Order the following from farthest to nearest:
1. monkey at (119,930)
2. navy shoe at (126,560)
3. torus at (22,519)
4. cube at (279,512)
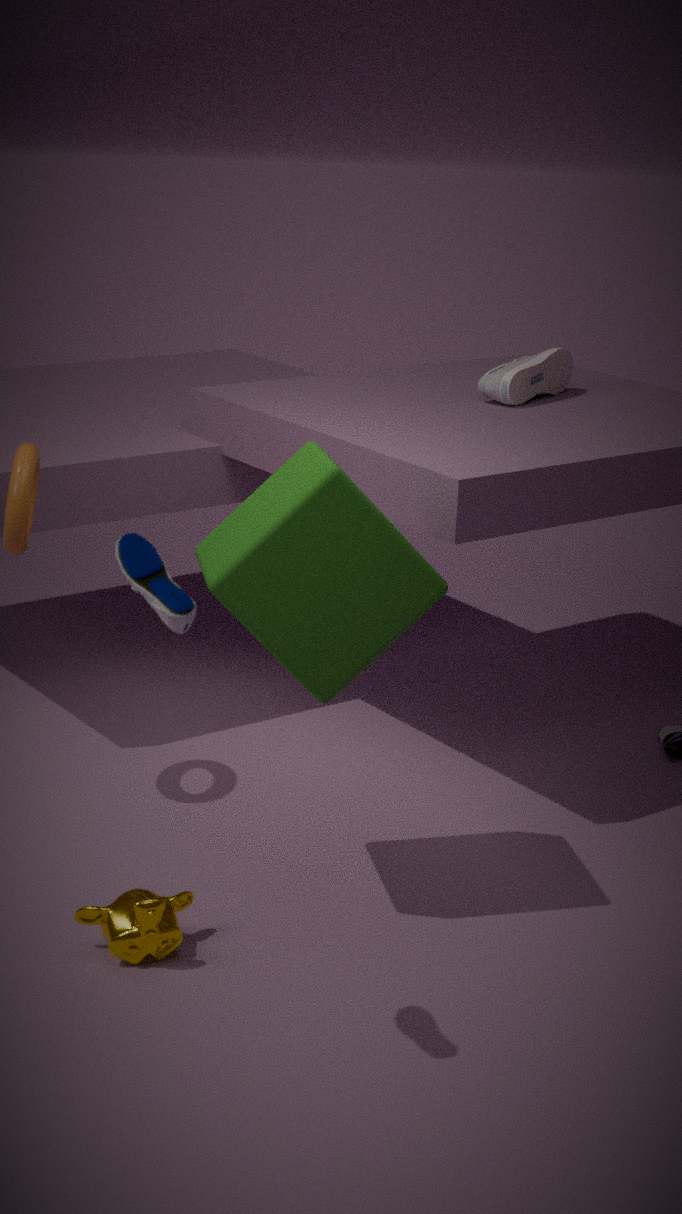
1. torus at (22,519)
2. monkey at (119,930)
3. cube at (279,512)
4. navy shoe at (126,560)
